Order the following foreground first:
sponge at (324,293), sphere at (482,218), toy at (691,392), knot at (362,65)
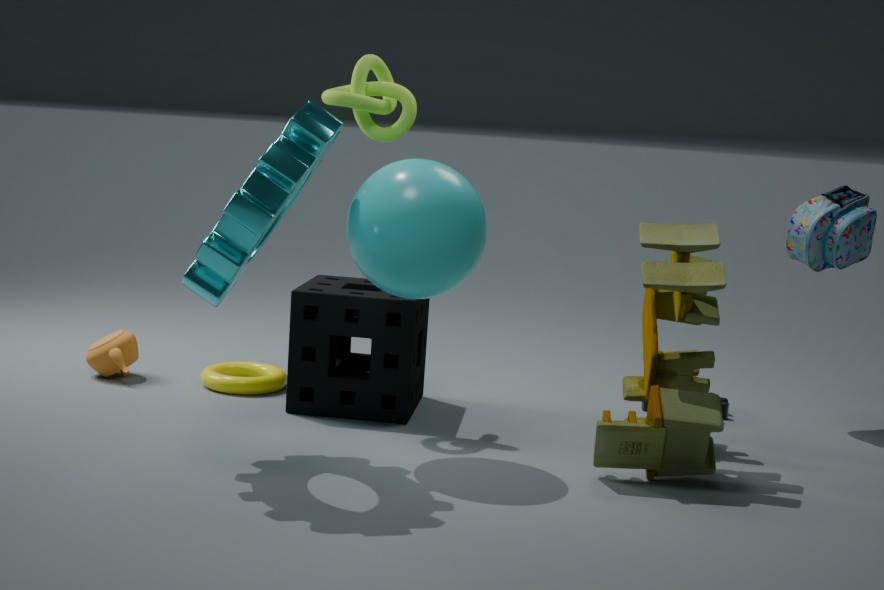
sphere at (482,218) < toy at (691,392) < knot at (362,65) < sponge at (324,293)
